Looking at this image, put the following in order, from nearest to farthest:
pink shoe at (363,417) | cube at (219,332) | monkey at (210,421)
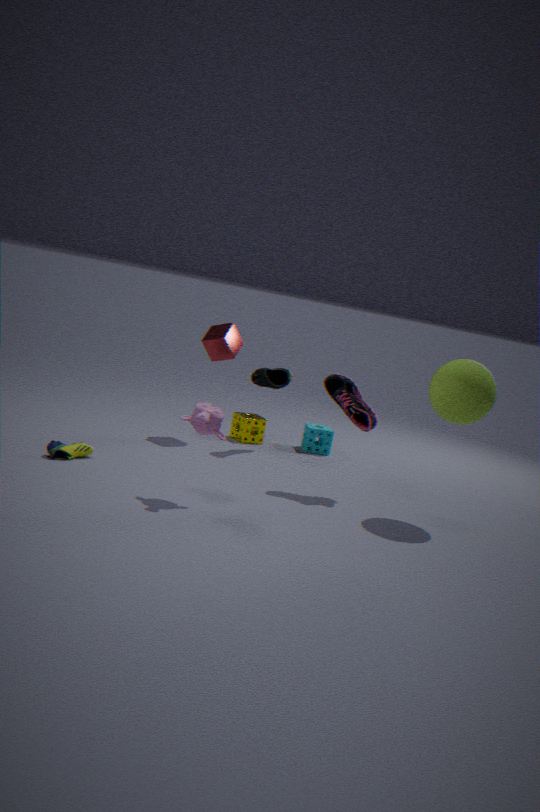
monkey at (210,421) < pink shoe at (363,417) < cube at (219,332)
